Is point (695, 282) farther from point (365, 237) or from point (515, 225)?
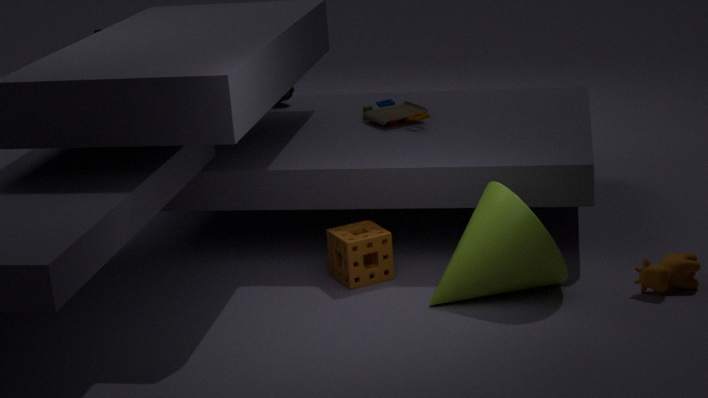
point (365, 237)
